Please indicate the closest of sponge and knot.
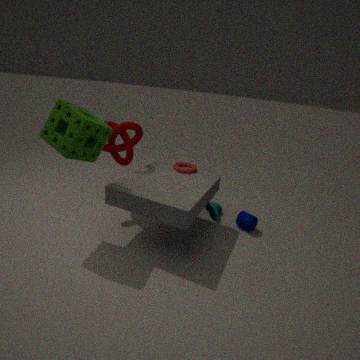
sponge
